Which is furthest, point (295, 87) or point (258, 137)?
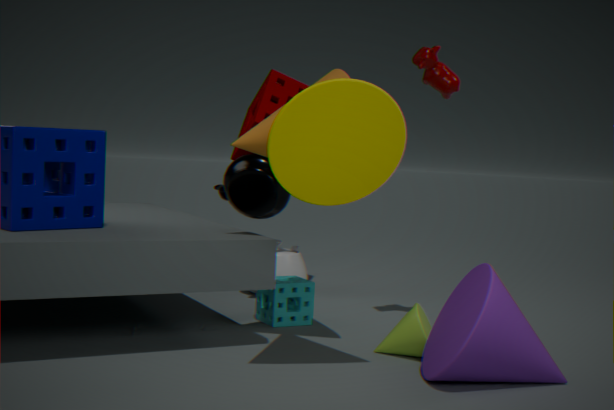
point (295, 87)
